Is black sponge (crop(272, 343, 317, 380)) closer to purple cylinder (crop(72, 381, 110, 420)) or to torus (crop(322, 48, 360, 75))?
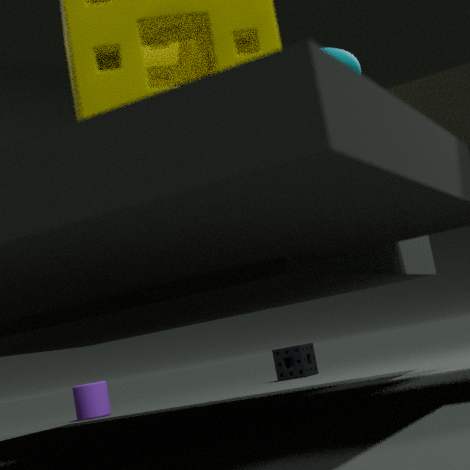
purple cylinder (crop(72, 381, 110, 420))
